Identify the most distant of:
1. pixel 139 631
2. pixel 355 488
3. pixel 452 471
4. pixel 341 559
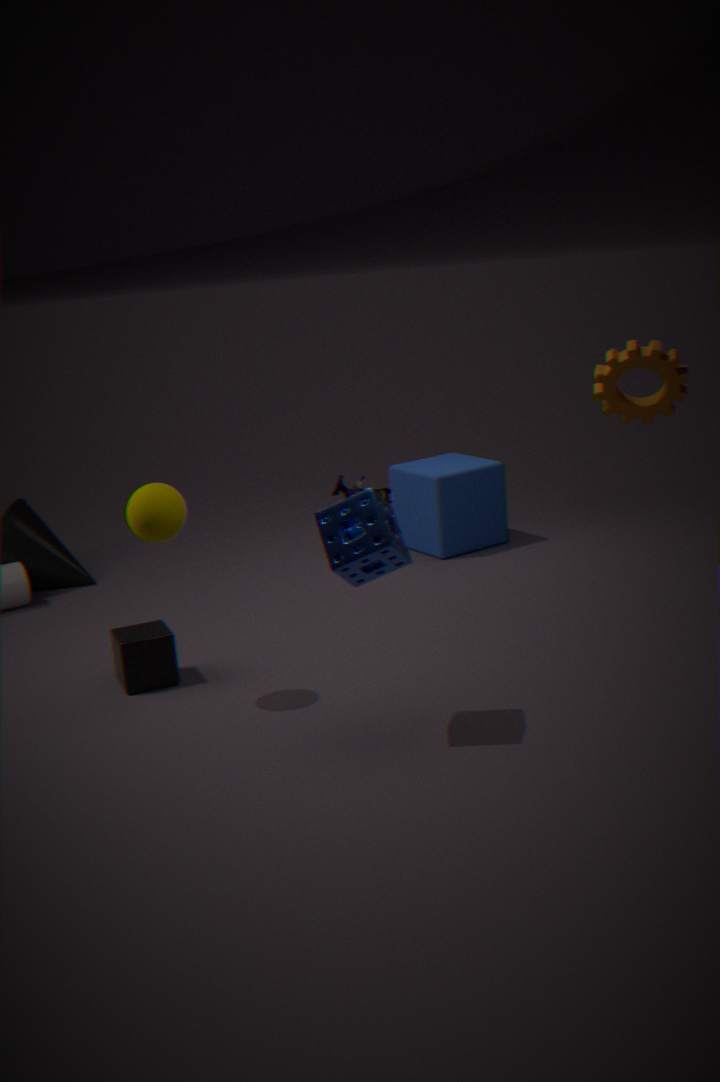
pixel 355 488
